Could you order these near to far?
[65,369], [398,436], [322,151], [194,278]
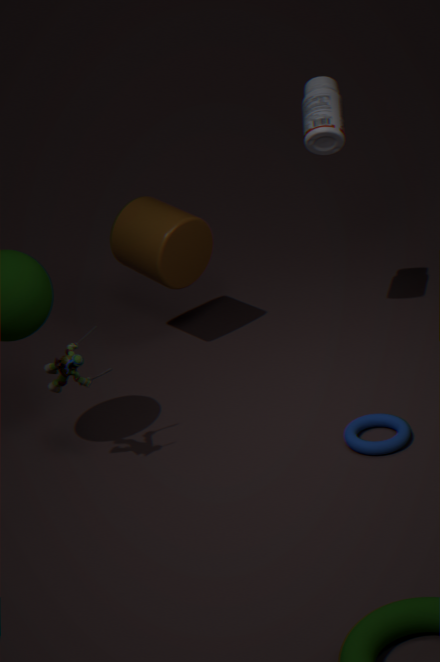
[65,369]
[398,436]
[322,151]
[194,278]
